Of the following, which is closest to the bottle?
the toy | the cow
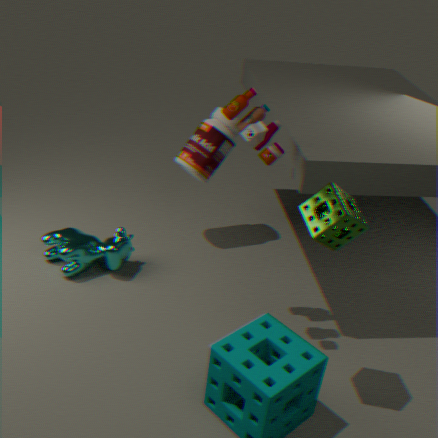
the cow
